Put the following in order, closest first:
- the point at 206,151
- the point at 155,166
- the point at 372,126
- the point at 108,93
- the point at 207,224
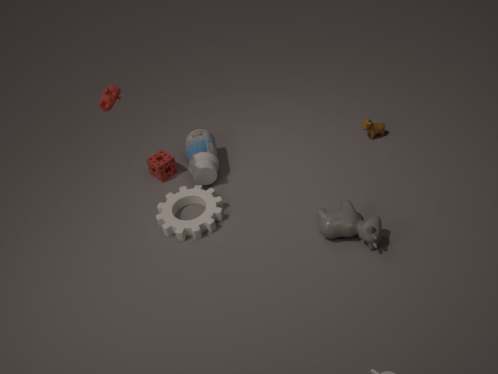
the point at 108,93
the point at 207,224
the point at 206,151
the point at 155,166
the point at 372,126
